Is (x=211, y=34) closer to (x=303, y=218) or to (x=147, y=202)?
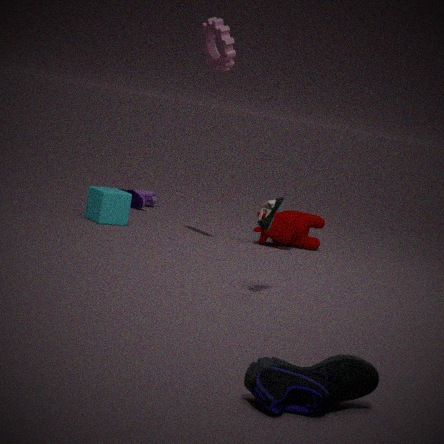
(x=303, y=218)
